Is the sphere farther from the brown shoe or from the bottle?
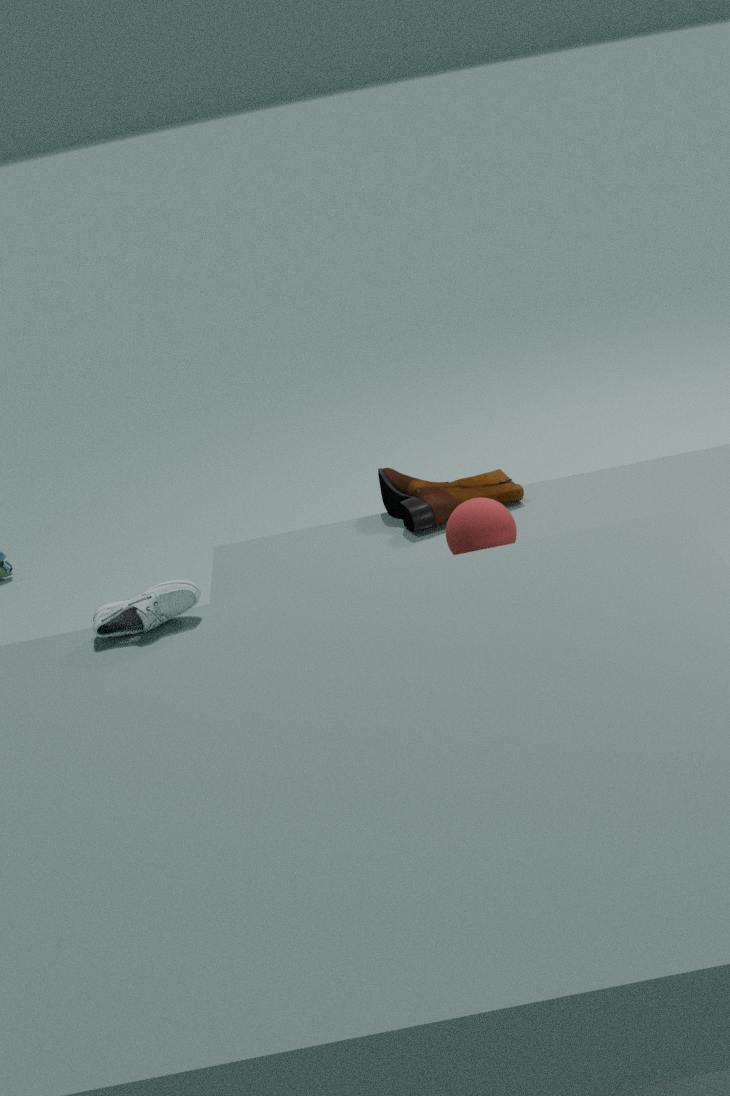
the bottle
